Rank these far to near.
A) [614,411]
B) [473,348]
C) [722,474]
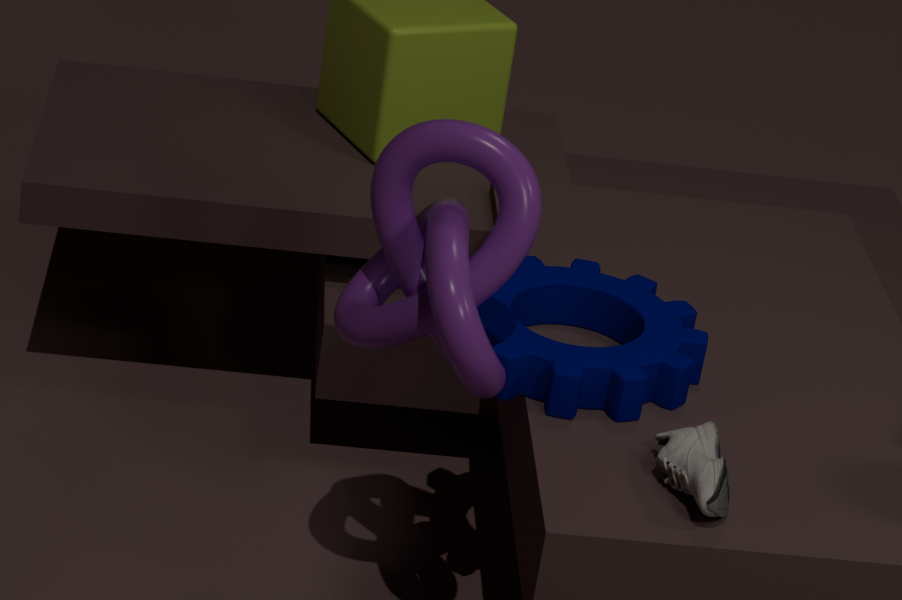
[614,411], [473,348], [722,474]
